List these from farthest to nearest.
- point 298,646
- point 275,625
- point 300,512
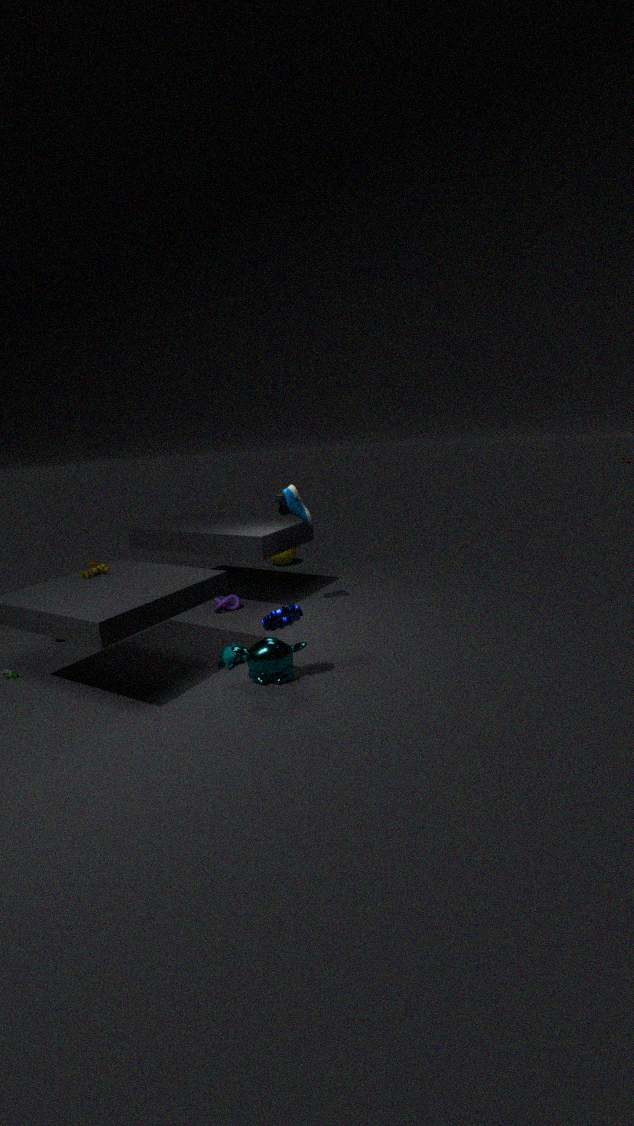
point 300,512, point 298,646, point 275,625
